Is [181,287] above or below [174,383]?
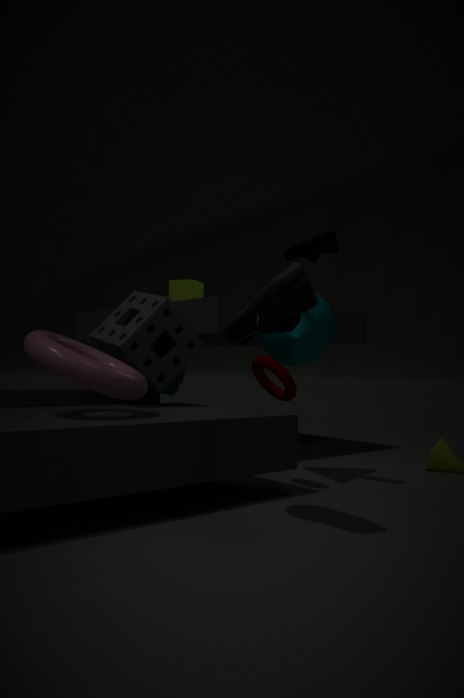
above
